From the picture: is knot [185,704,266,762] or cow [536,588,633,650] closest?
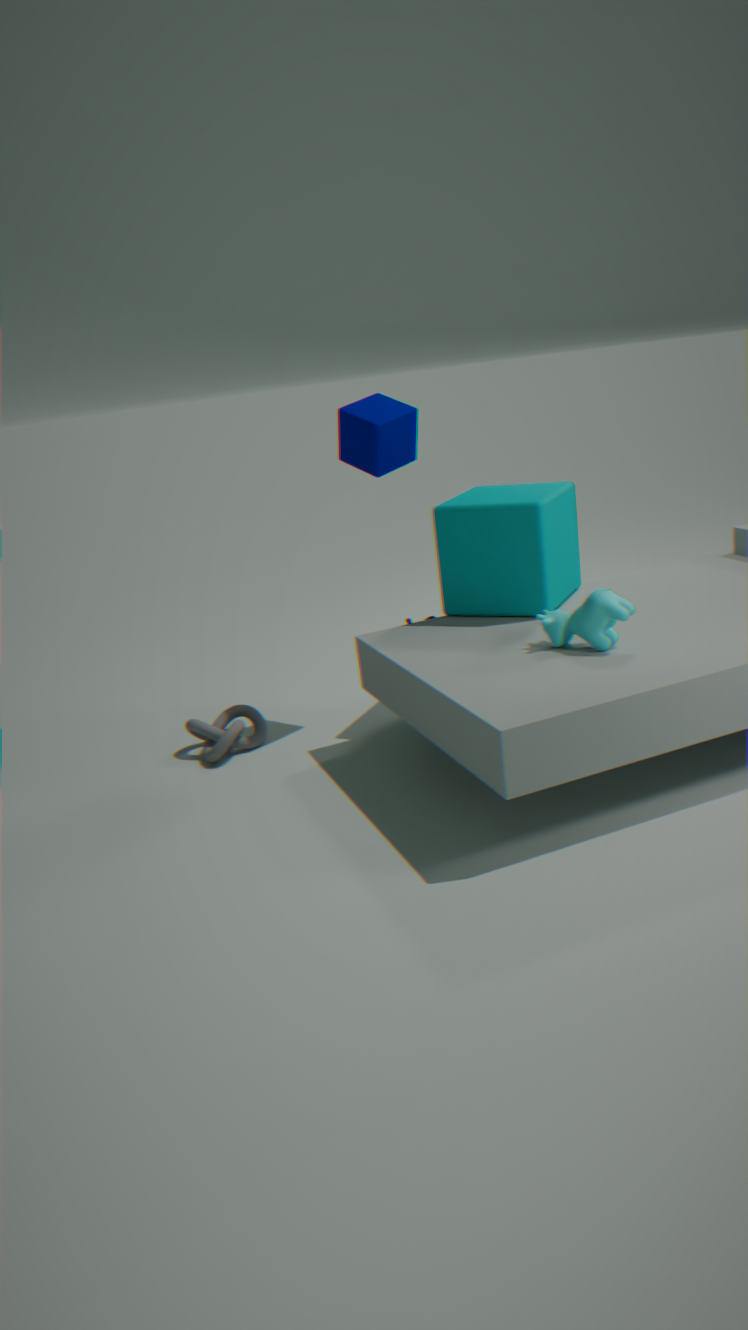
cow [536,588,633,650]
